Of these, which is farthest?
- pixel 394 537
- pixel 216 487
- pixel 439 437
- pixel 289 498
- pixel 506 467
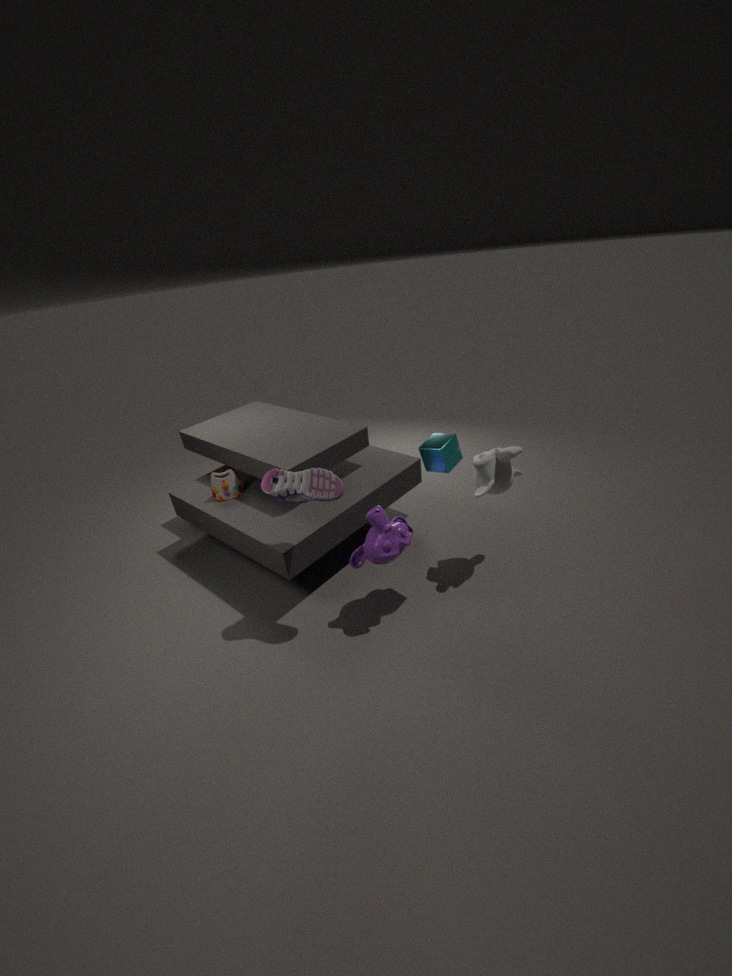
pixel 216 487
